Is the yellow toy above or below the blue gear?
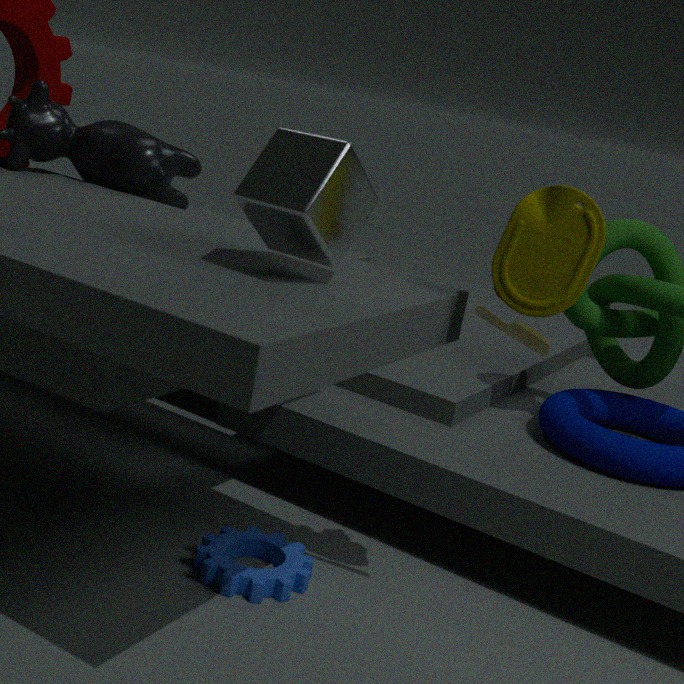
above
